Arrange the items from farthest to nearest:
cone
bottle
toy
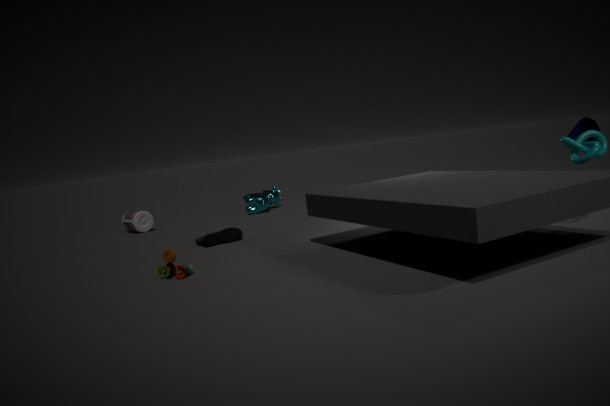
bottle → cone → toy
